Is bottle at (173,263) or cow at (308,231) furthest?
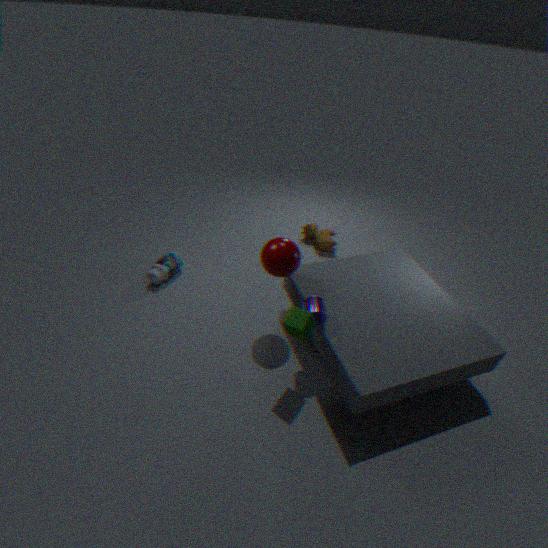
cow at (308,231)
